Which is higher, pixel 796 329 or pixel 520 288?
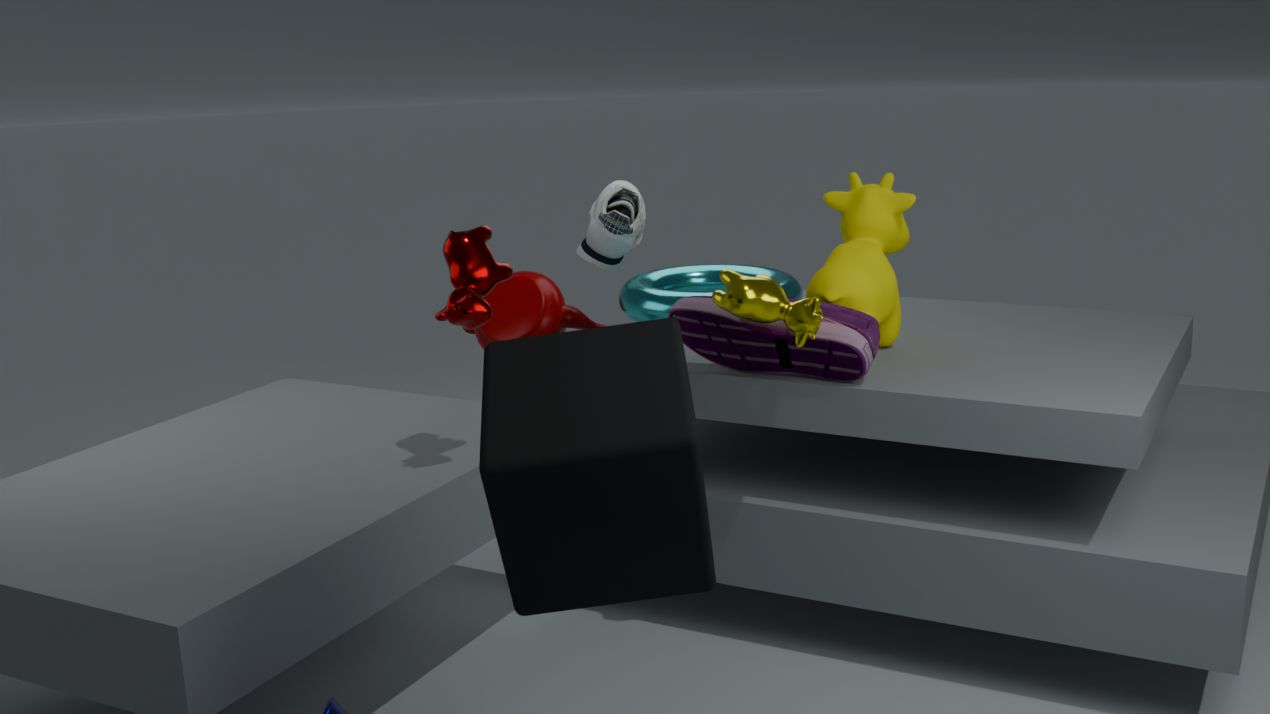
pixel 796 329
